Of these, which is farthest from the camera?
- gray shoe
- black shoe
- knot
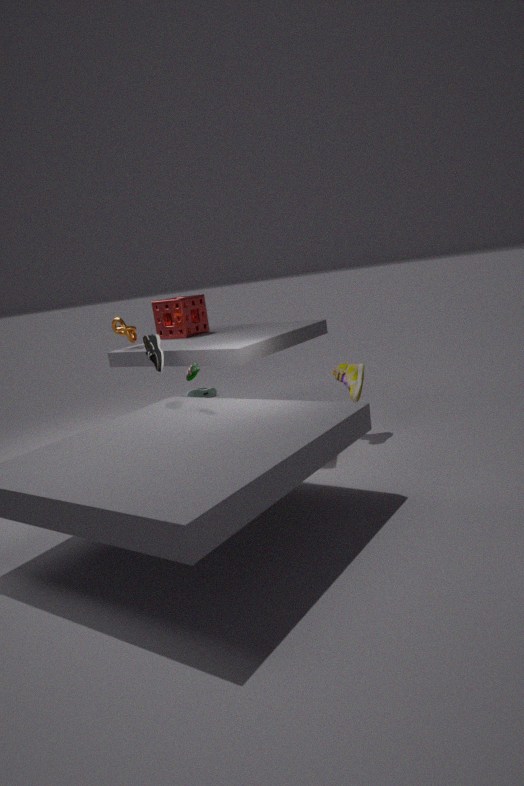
gray shoe
